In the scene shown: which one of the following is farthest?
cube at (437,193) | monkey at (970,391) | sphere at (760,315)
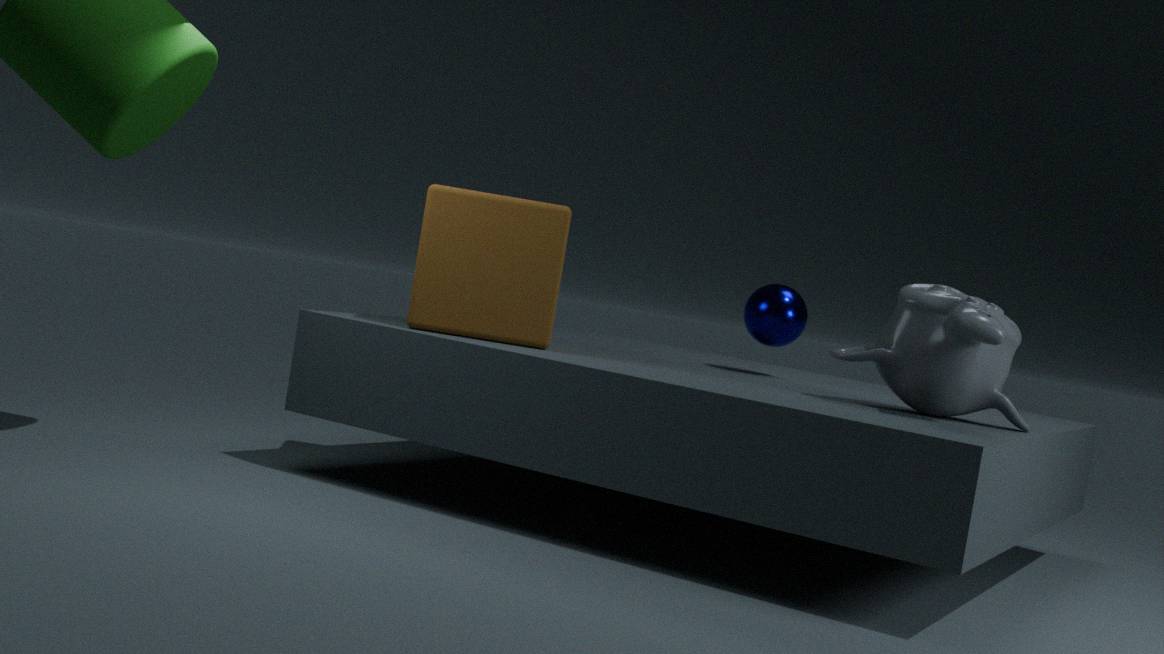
sphere at (760,315)
